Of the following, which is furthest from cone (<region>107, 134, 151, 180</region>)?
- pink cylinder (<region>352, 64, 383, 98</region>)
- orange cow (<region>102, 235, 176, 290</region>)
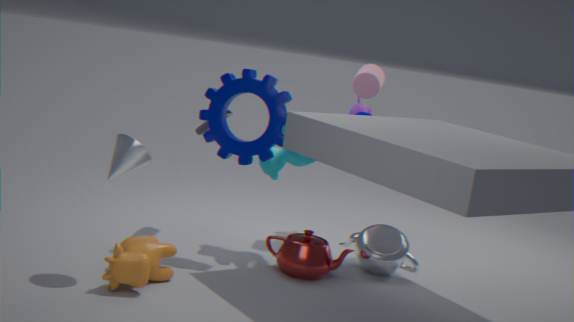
pink cylinder (<region>352, 64, 383, 98</region>)
